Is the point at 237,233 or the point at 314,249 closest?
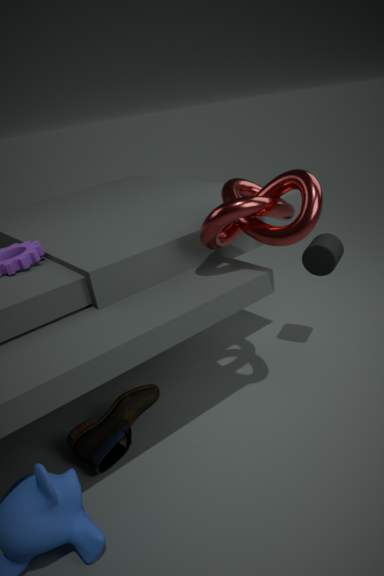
the point at 237,233
